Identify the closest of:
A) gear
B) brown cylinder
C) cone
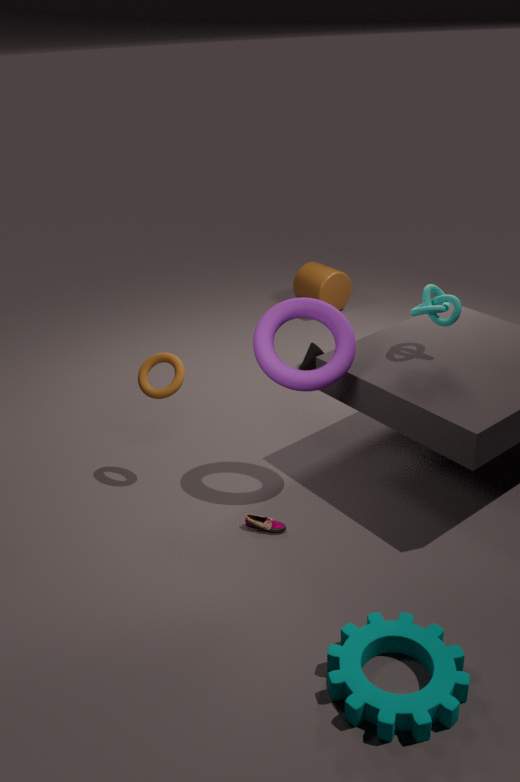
gear
